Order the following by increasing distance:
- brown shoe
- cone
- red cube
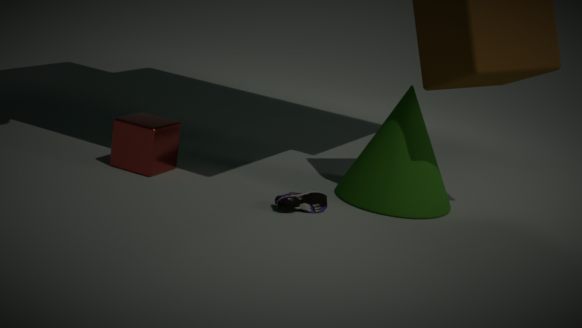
brown shoe, cone, red cube
